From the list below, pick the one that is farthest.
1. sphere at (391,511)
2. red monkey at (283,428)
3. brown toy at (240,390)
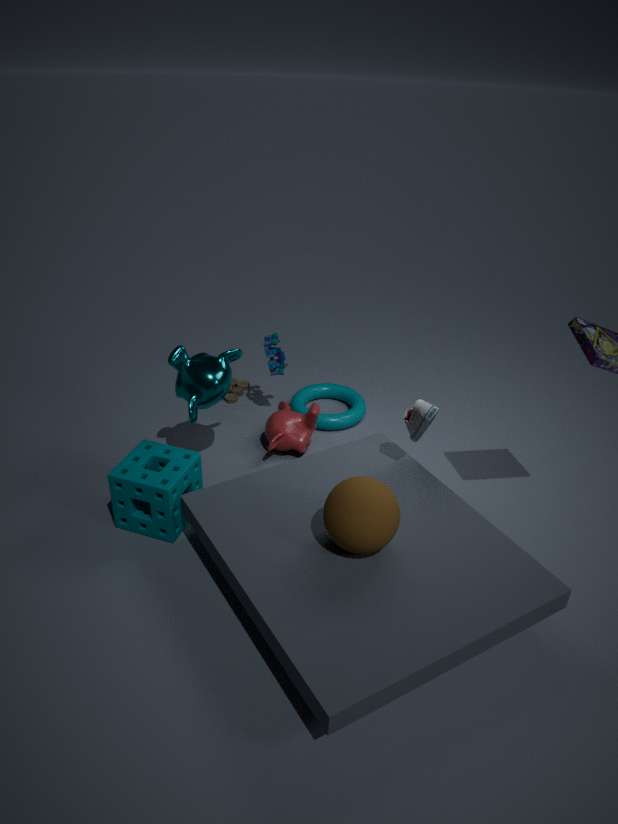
brown toy at (240,390)
